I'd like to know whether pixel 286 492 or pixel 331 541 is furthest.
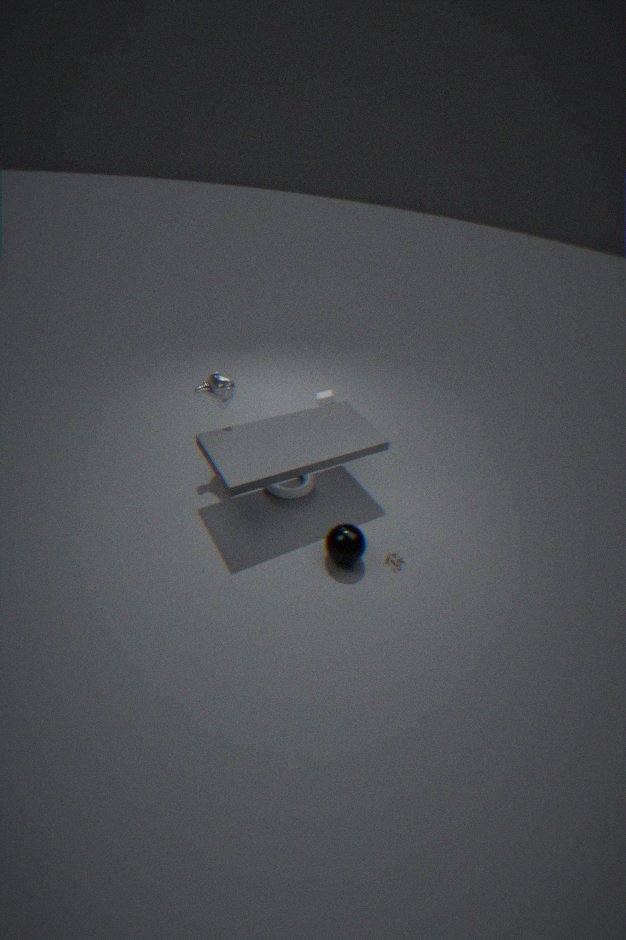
pixel 286 492
